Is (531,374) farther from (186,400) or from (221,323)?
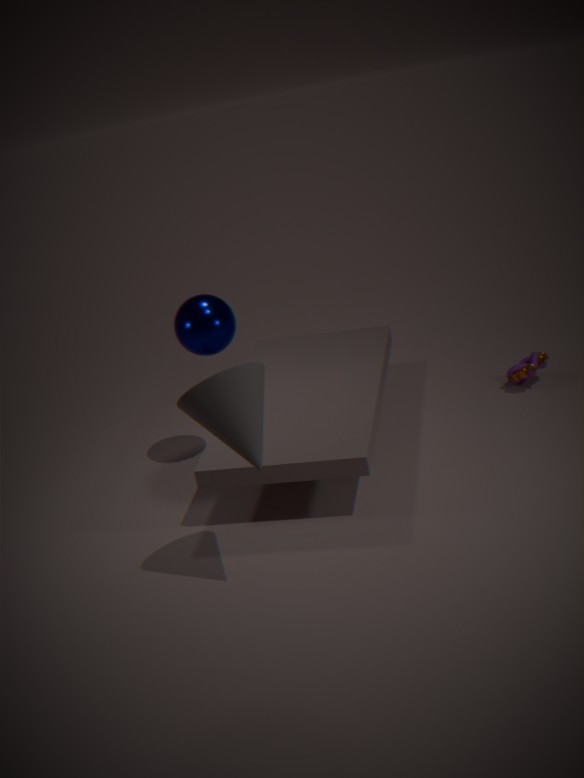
(186,400)
